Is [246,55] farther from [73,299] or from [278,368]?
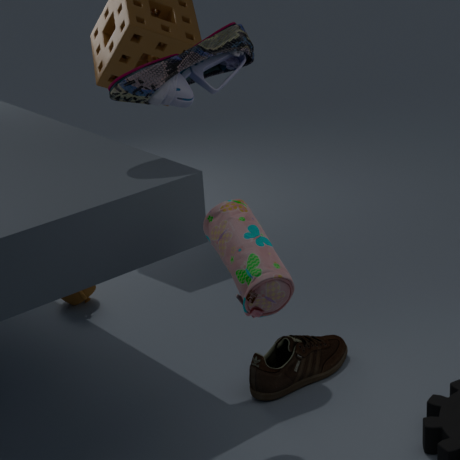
[73,299]
